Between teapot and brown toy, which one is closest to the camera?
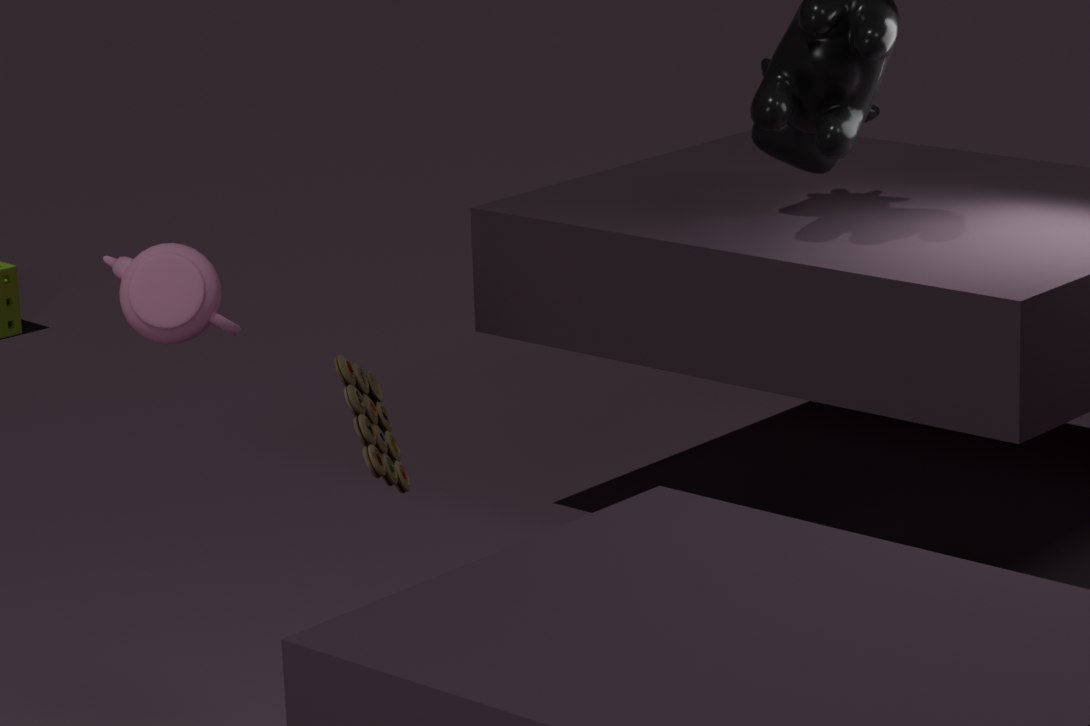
brown toy
